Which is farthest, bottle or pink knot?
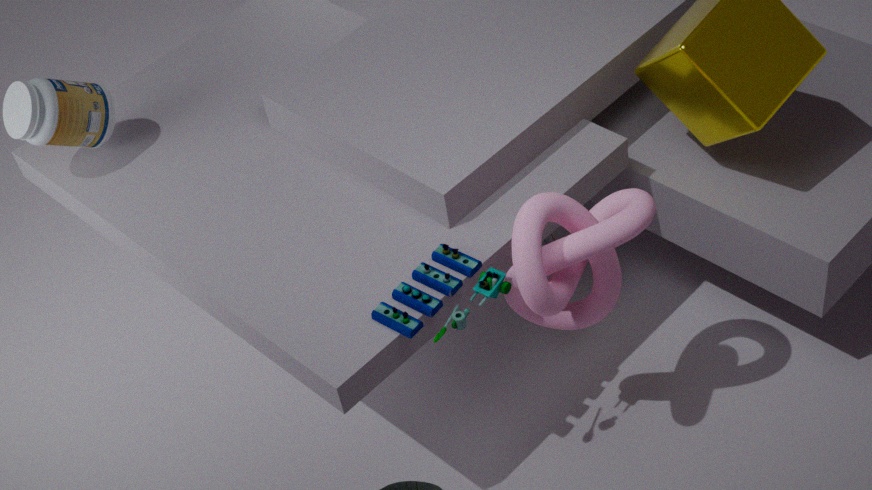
bottle
